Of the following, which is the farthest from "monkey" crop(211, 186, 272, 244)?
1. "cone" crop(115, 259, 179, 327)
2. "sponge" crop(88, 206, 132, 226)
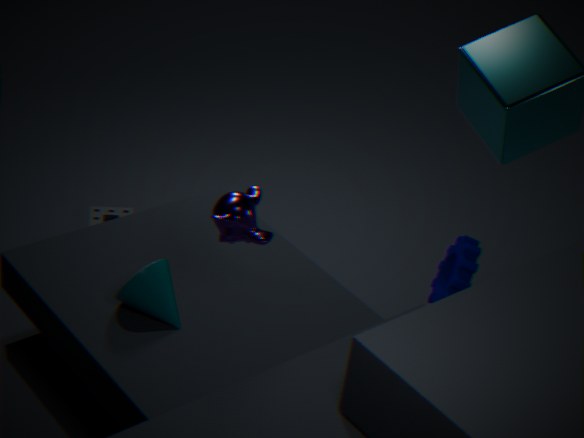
"sponge" crop(88, 206, 132, 226)
